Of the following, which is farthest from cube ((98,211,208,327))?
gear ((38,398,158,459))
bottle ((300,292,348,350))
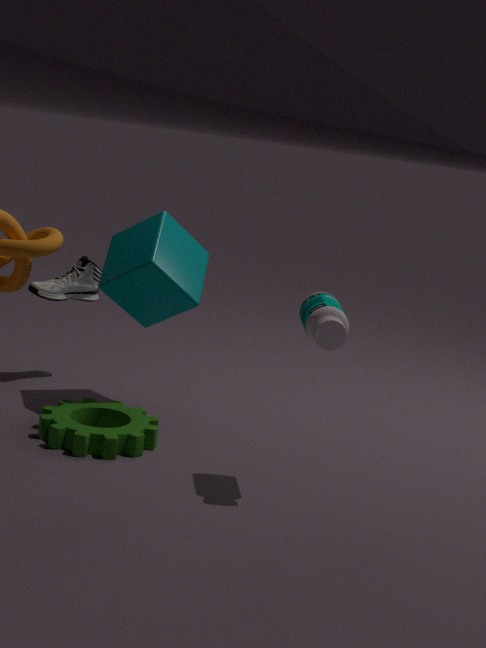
bottle ((300,292,348,350))
